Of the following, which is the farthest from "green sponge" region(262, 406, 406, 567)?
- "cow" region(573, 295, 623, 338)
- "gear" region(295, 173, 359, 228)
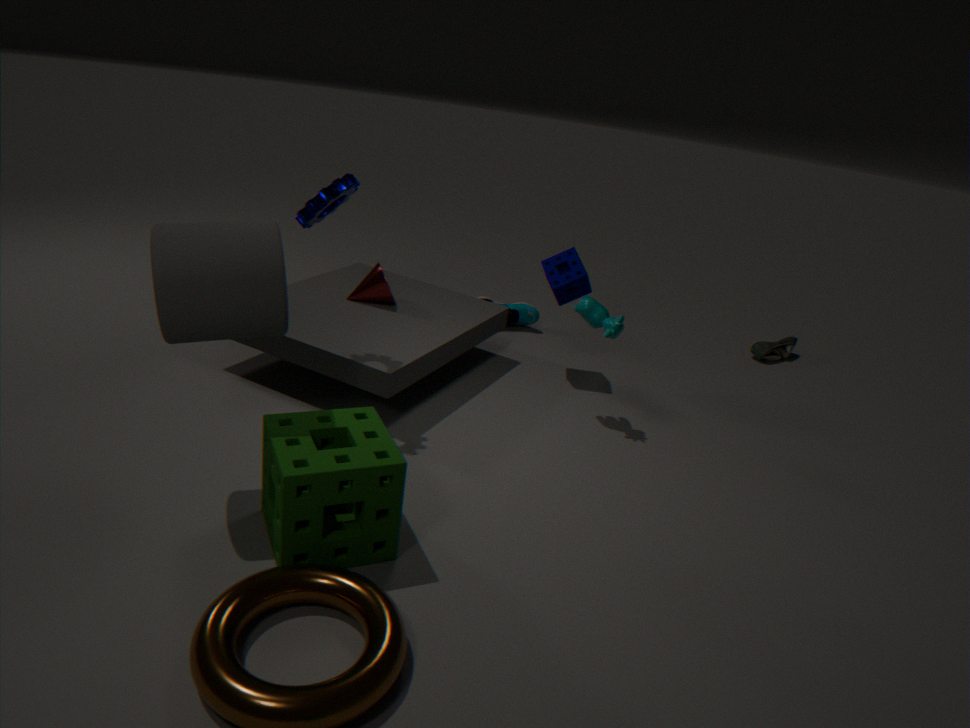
"cow" region(573, 295, 623, 338)
